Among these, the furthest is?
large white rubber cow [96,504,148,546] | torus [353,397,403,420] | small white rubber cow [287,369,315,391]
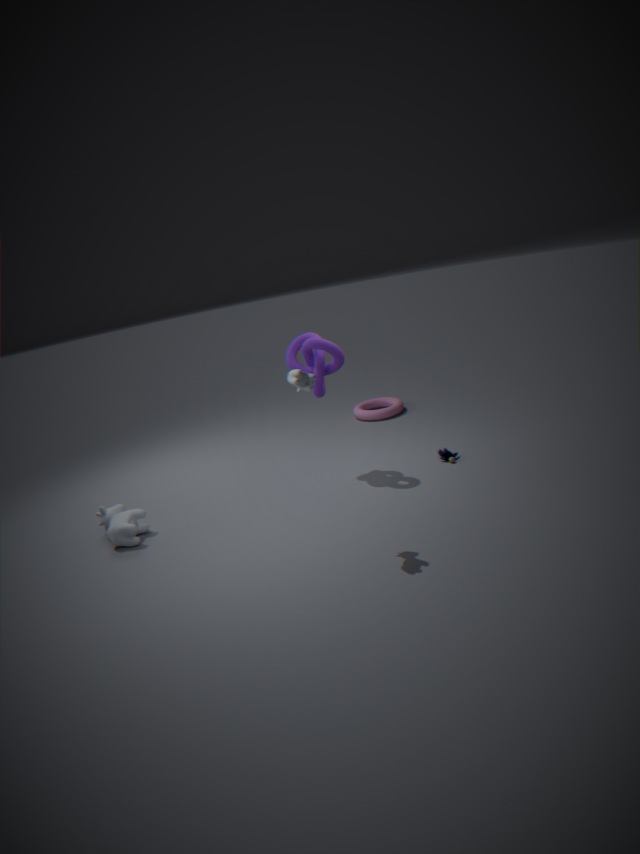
torus [353,397,403,420]
